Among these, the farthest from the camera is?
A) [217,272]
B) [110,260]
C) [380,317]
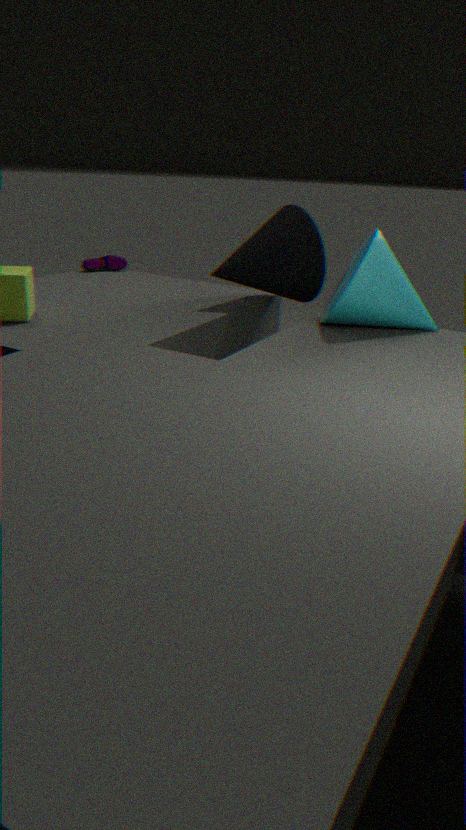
[110,260]
